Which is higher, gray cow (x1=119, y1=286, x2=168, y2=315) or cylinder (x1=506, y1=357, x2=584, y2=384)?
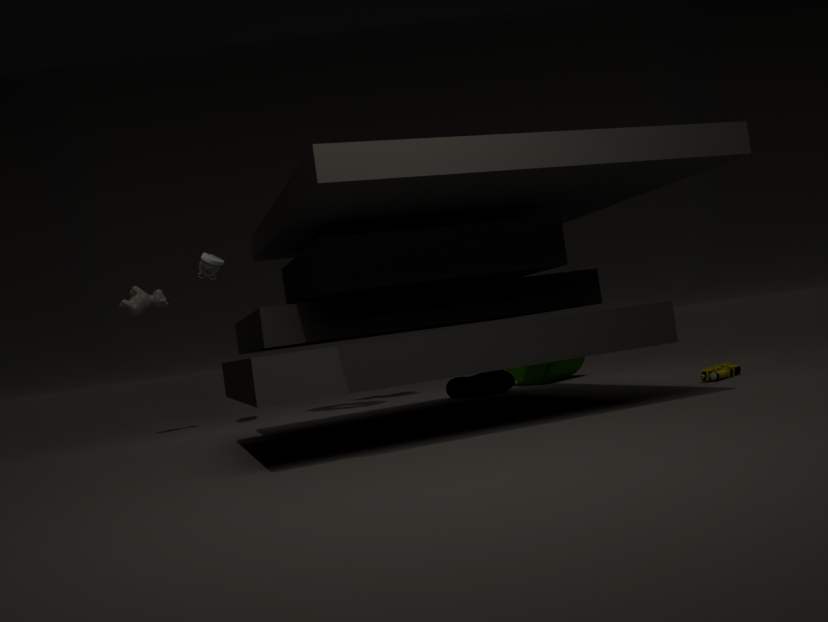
gray cow (x1=119, y1=286, x2=168, y2=315)
